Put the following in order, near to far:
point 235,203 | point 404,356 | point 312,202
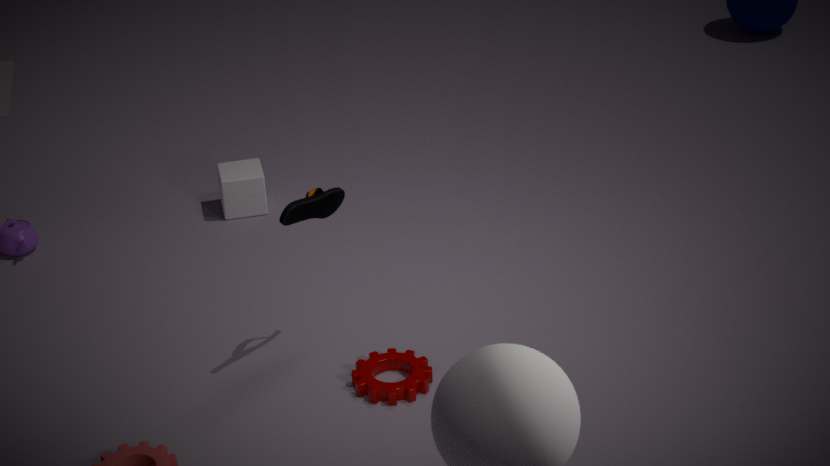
point 312,202 → point 404,356 → point 235,203
